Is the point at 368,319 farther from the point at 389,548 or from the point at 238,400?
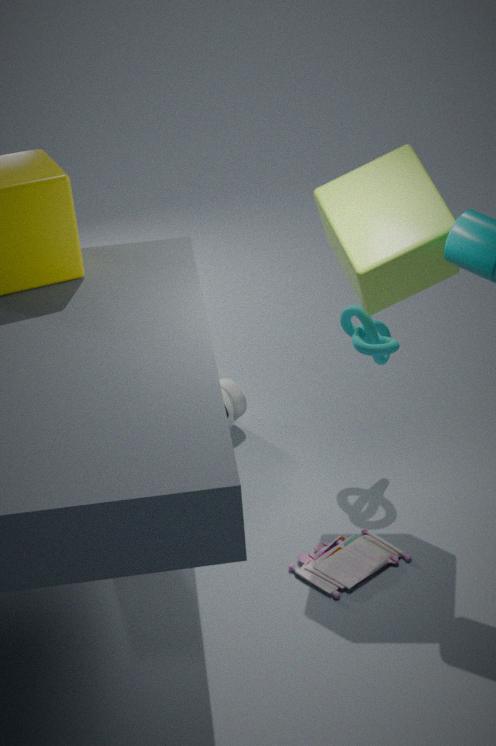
the point at 389,548
